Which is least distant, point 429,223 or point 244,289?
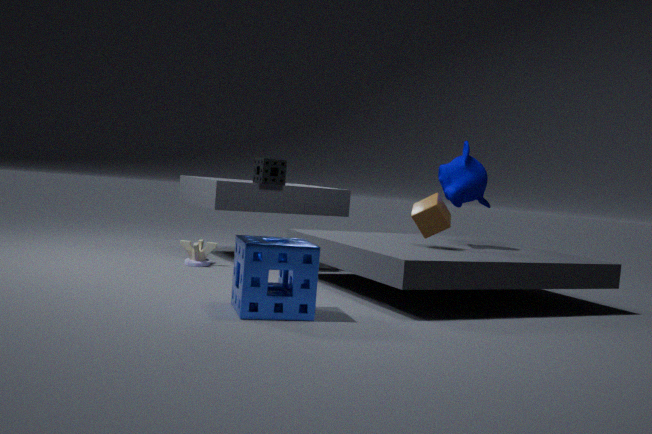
point 244,289
